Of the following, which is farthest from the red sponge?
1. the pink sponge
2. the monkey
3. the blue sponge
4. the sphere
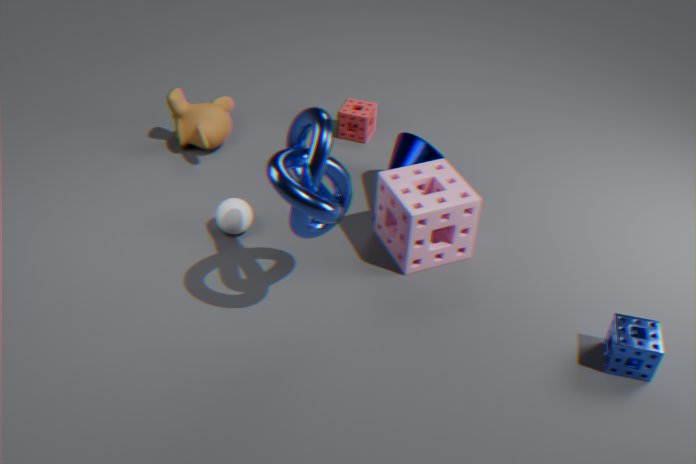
the blue sponge
